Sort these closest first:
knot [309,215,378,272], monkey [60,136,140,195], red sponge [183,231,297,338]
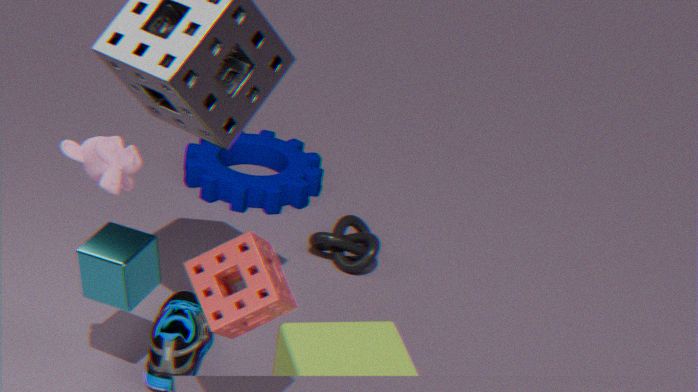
red sponge [183,231,297,338] < monkey [60,136,140,195] < knot [309,215,378,272]
